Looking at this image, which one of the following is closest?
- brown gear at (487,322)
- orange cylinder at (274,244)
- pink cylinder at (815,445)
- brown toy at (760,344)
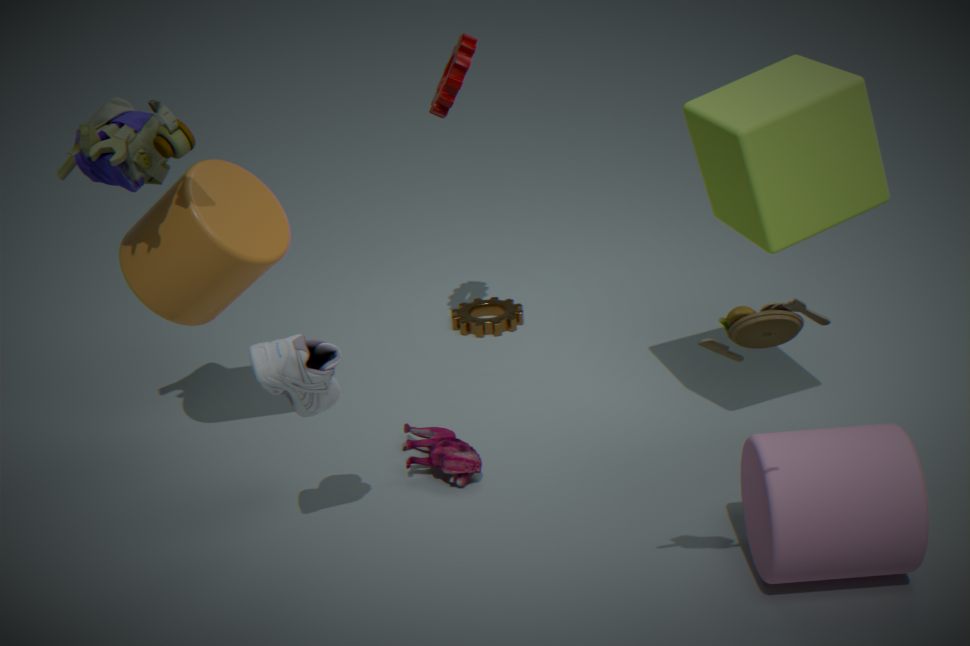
brown toy at (760,344)
